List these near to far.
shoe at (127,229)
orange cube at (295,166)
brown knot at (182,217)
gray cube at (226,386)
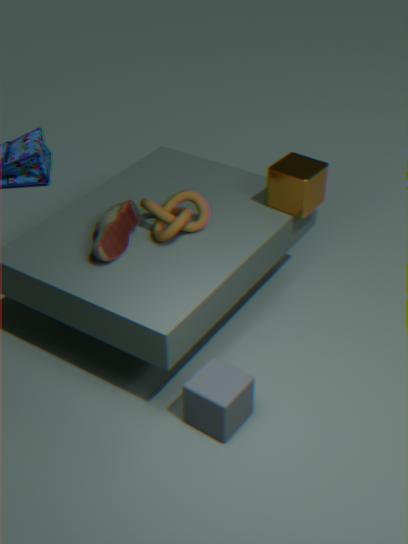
1. gray cube at (226,386)
2. shoe at (127,229)
3. brown knot at (182,217)
4. orange cube at (295,166)
